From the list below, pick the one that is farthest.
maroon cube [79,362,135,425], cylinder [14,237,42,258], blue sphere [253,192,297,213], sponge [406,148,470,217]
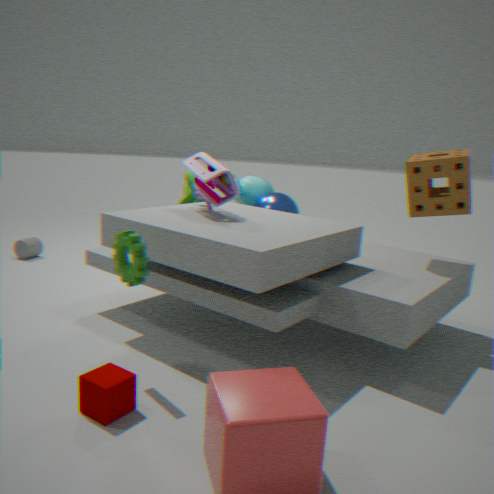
cylinder [14,237,42,258]
